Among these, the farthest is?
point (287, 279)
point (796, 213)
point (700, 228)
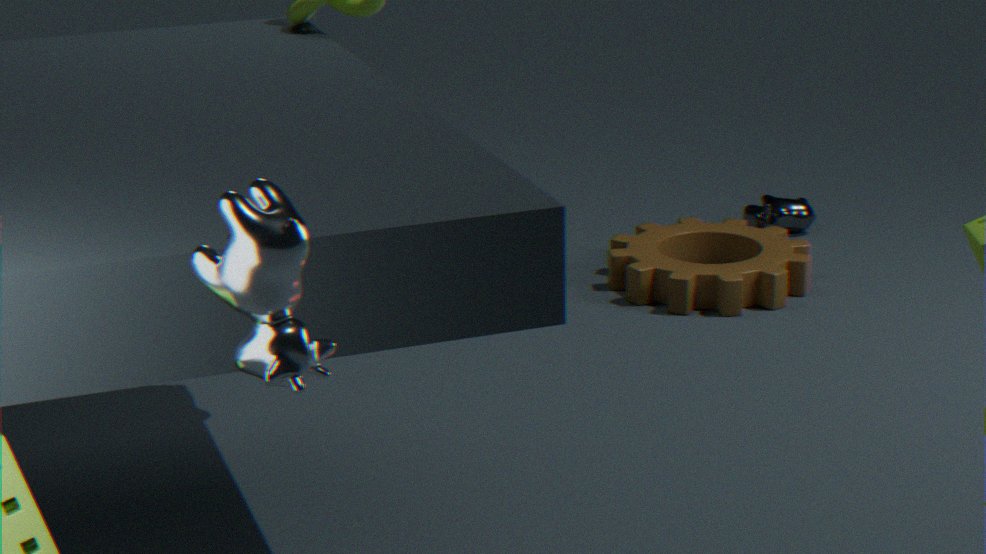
point (796, 213)
